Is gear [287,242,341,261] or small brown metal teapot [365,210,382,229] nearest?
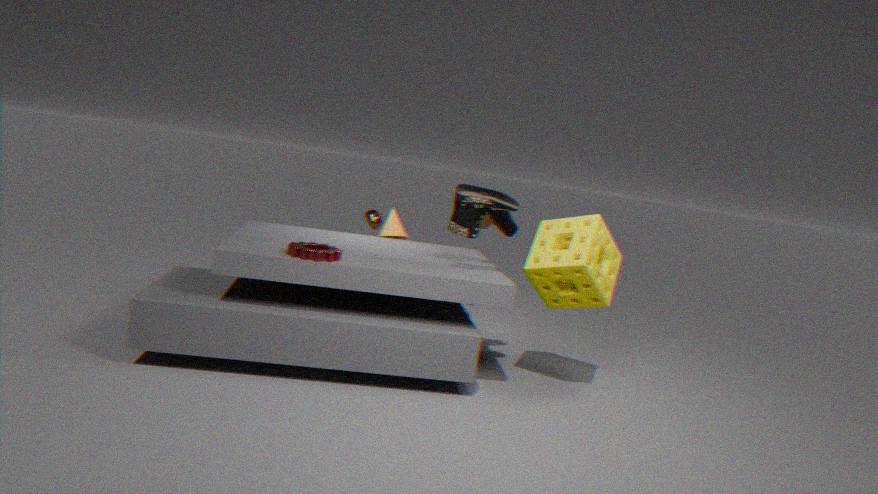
gear [287,242,341,261]
